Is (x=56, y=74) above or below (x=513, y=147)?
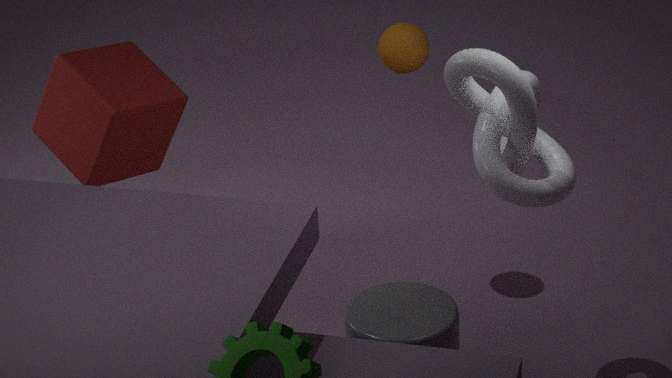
below
